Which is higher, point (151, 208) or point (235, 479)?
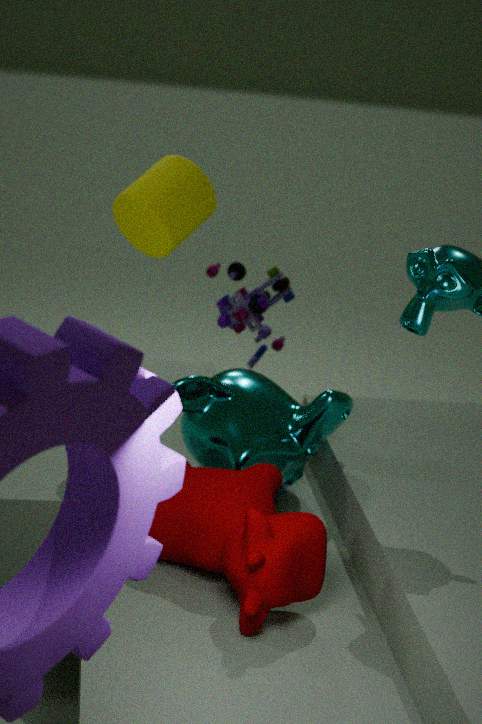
point (151, 208)
